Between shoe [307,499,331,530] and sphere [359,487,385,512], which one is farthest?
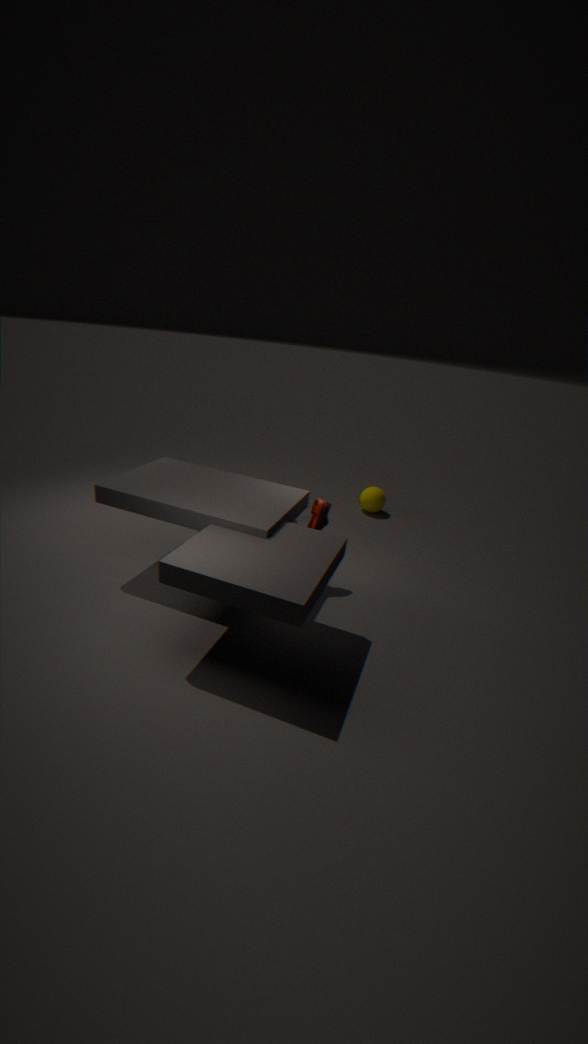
sphere [359,487,385,512]
